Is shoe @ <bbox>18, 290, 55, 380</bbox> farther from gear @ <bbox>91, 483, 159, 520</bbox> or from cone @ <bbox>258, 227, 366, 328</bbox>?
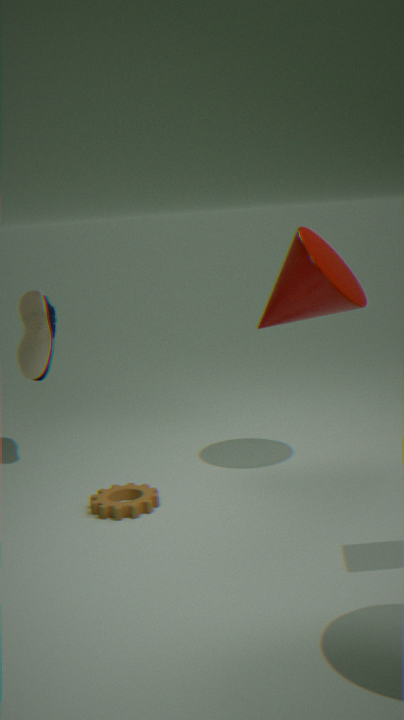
cone @ <bbox>258, 227, 366, 328</bbox>
